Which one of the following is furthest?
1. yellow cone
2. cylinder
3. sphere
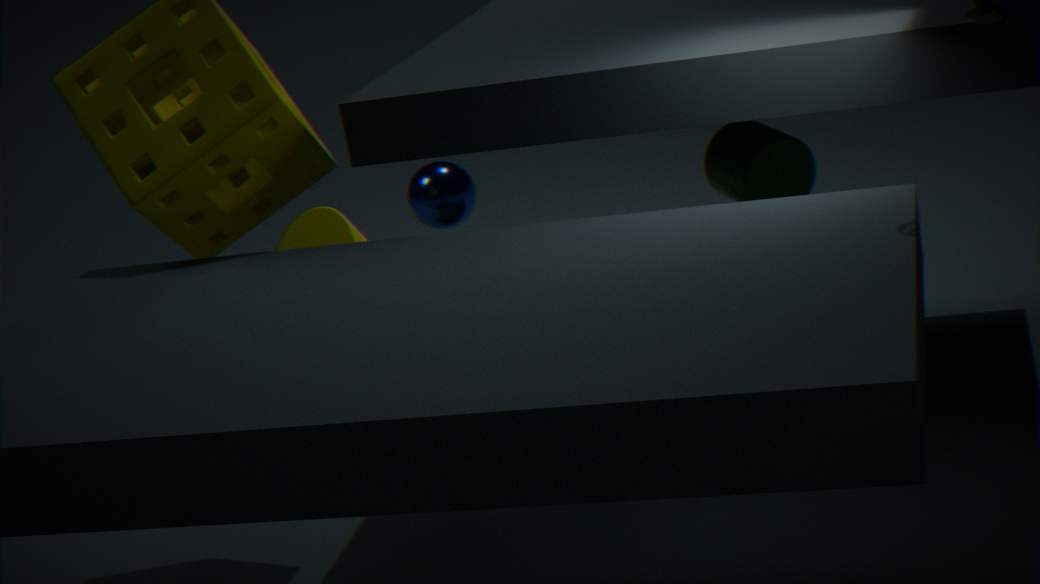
yellow cone
